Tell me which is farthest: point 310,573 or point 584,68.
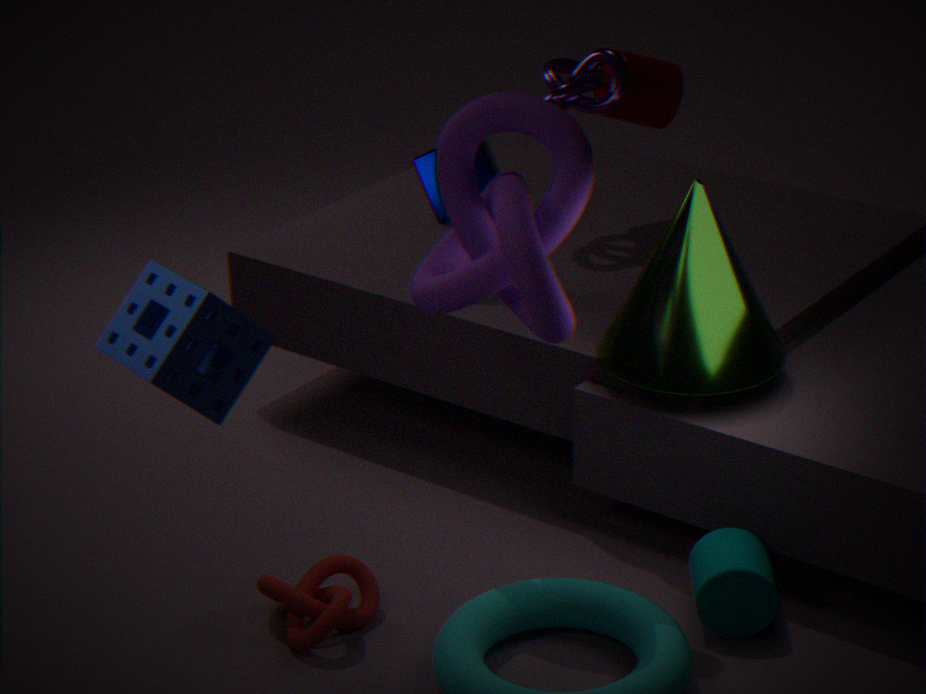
point 584,68
